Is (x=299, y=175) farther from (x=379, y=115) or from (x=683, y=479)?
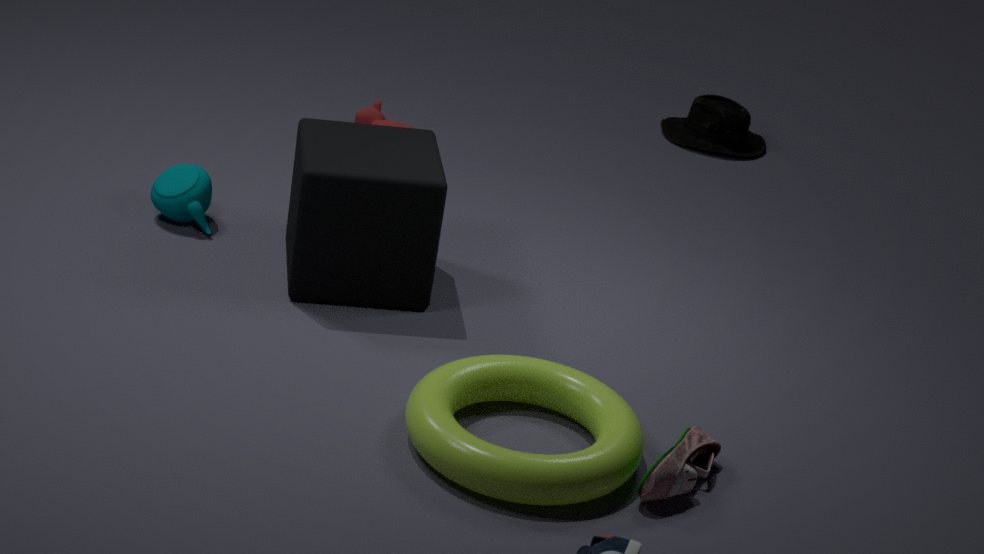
(x=683, y=479)
